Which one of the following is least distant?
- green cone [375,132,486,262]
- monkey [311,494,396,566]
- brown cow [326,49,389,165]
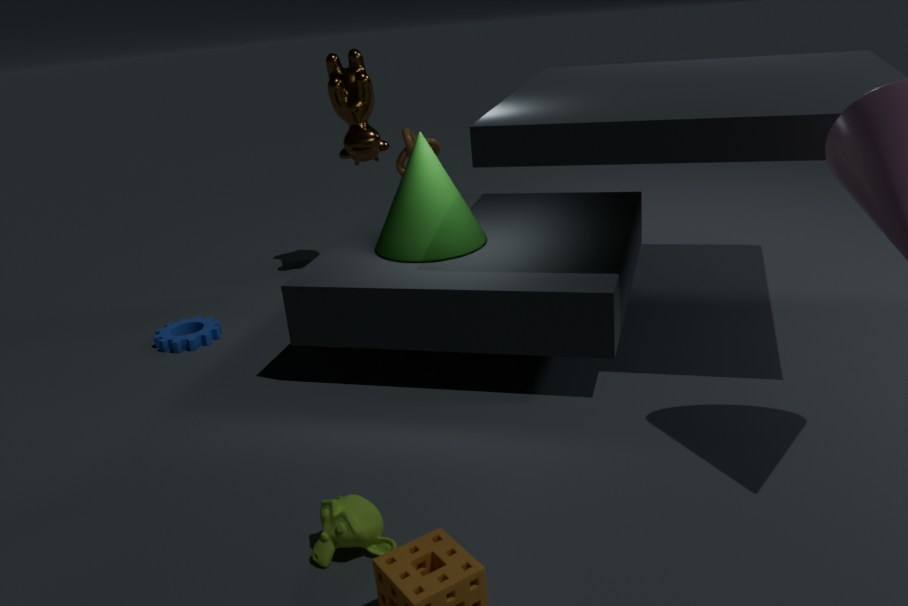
monkey [311,494,396,566]
